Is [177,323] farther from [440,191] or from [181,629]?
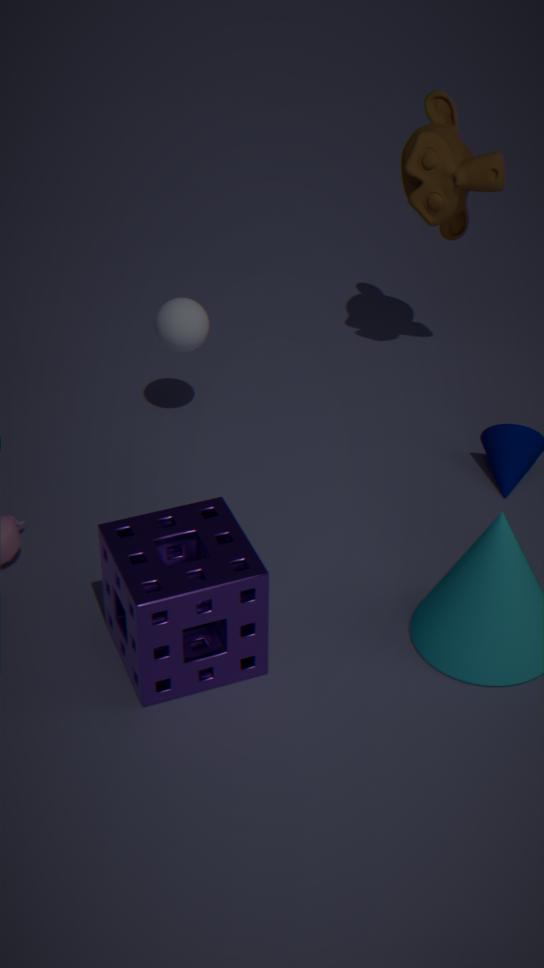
[181,629]
